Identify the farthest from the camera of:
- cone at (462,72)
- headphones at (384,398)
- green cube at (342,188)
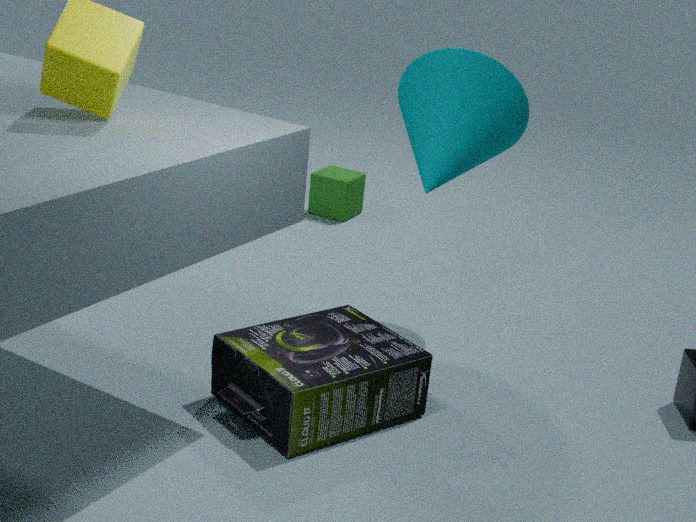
green cube at (342,188)
